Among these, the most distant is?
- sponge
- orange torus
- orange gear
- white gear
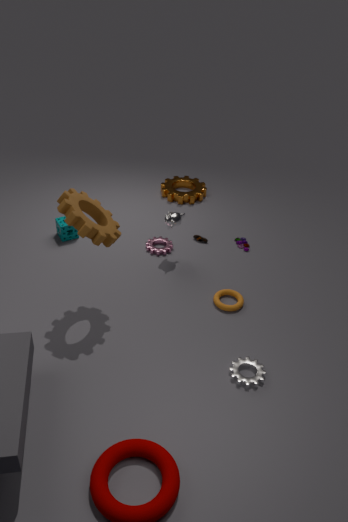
orange gear
